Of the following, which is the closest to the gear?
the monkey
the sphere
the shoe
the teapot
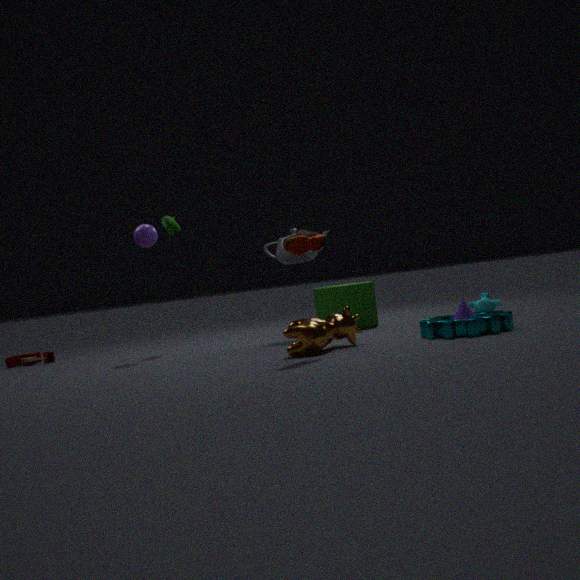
the shoe
